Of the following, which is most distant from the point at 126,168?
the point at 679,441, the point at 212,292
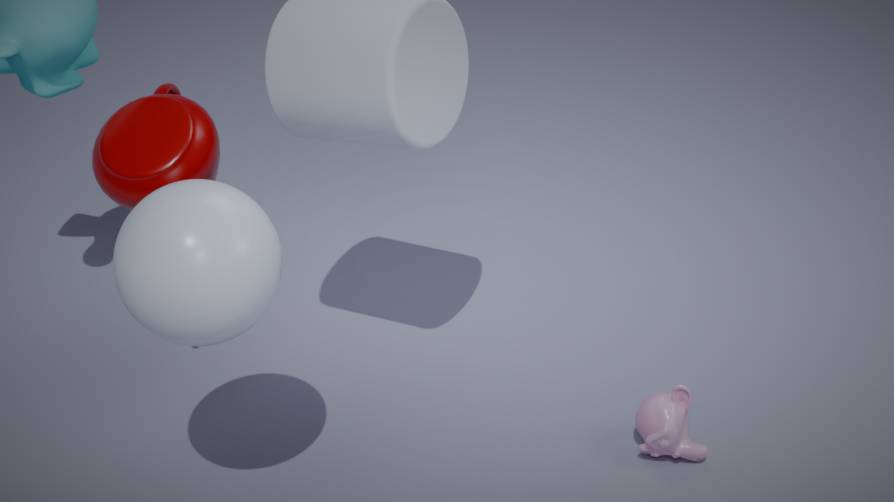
the point at 679,441
